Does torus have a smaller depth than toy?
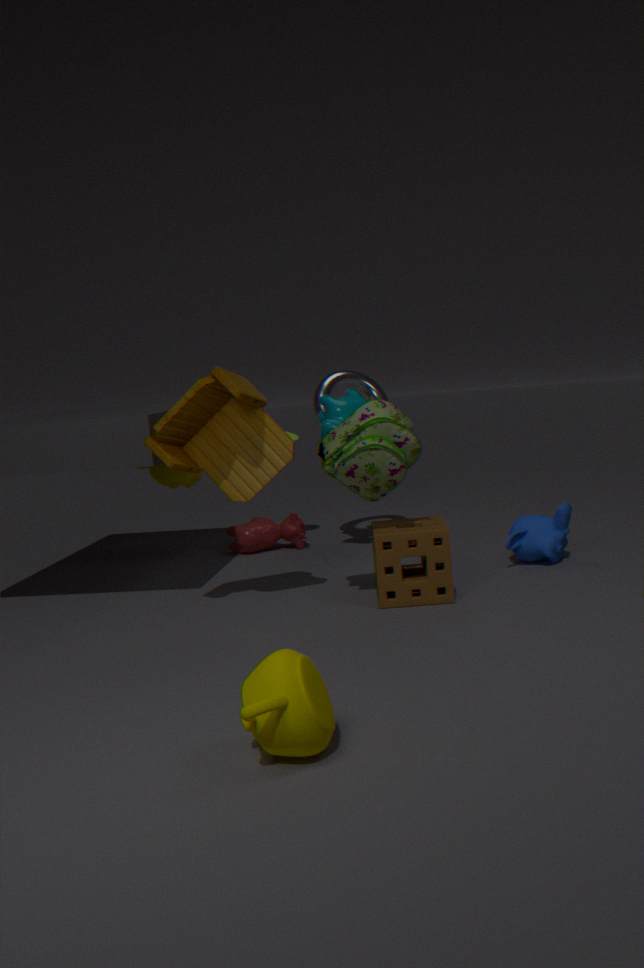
No
